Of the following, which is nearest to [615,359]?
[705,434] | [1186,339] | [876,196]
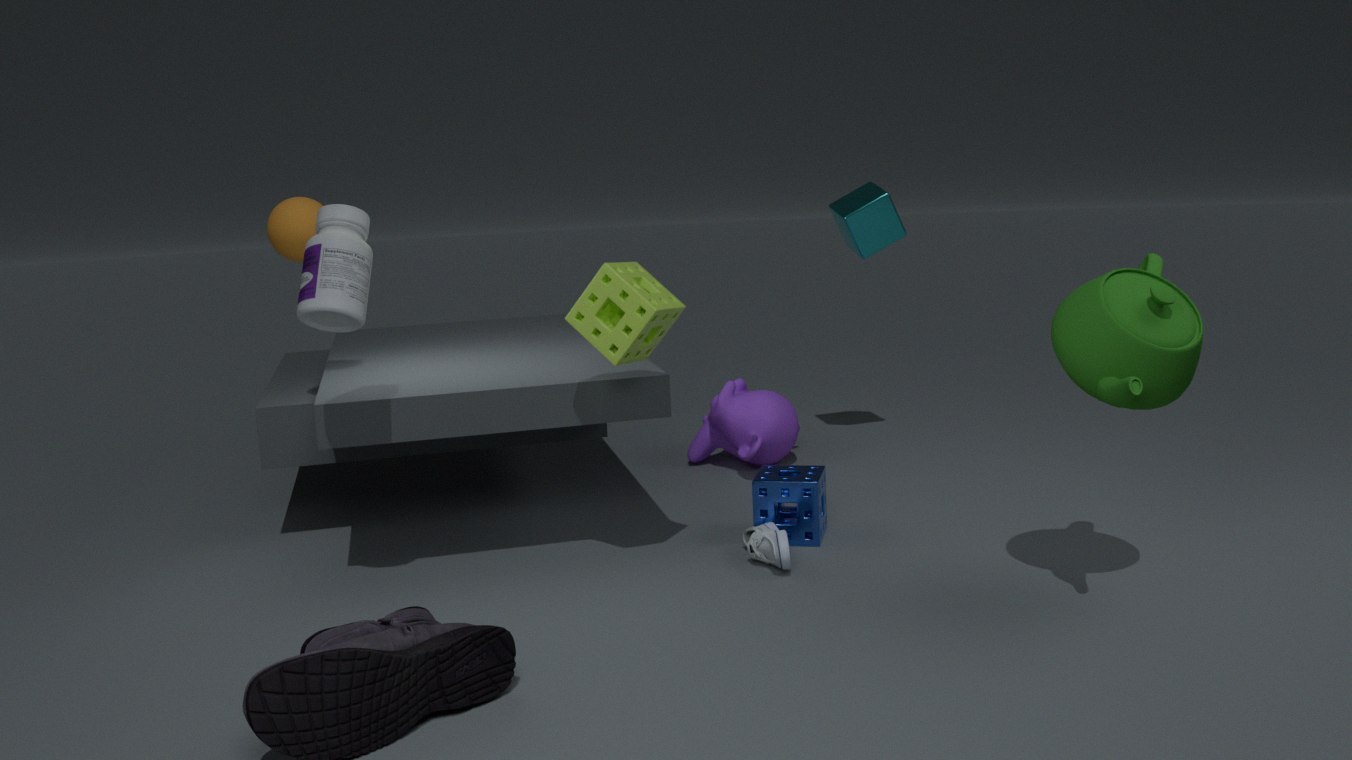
[1186,339]
